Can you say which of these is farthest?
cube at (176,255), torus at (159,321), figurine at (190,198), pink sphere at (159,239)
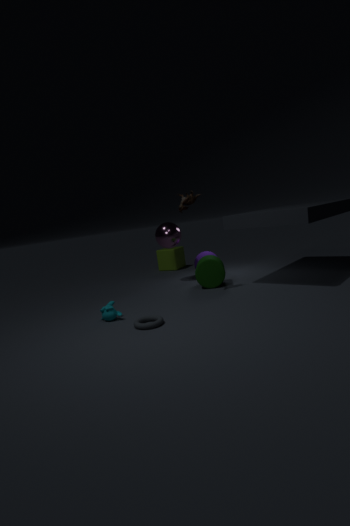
cube at (176,255)
